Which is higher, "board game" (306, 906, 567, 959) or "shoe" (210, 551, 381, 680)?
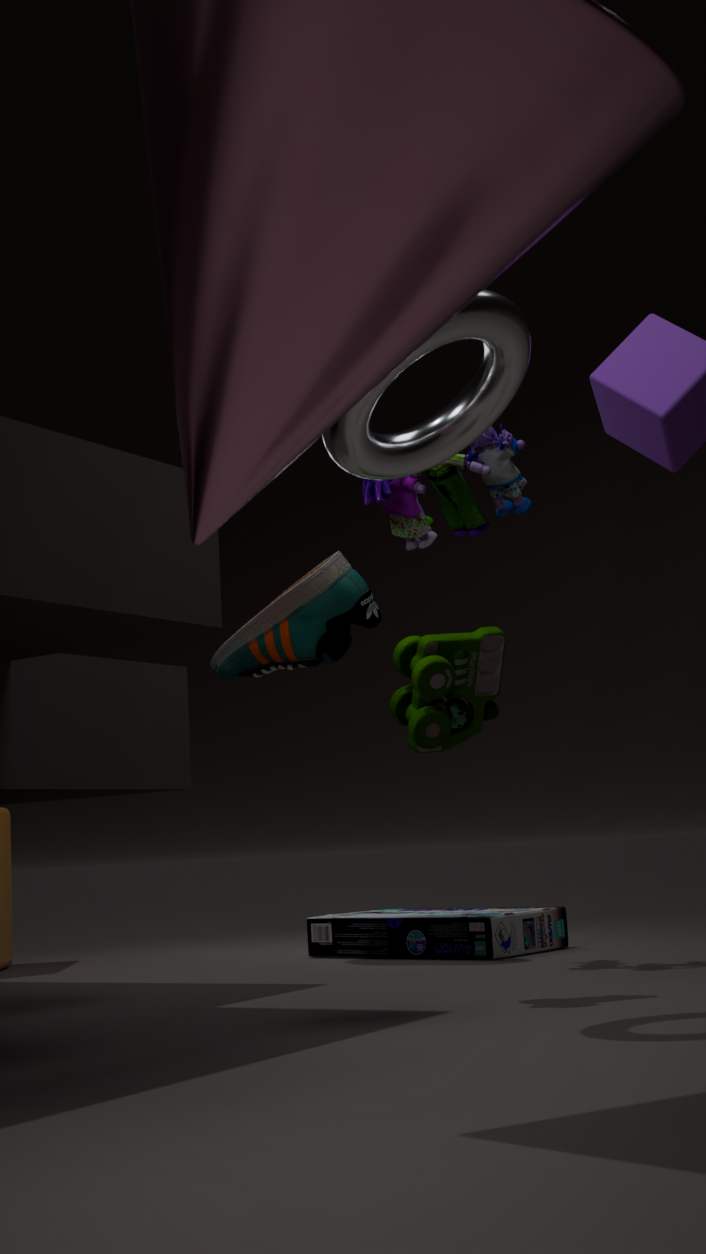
"shoe" (210, 551, 381, 680)
